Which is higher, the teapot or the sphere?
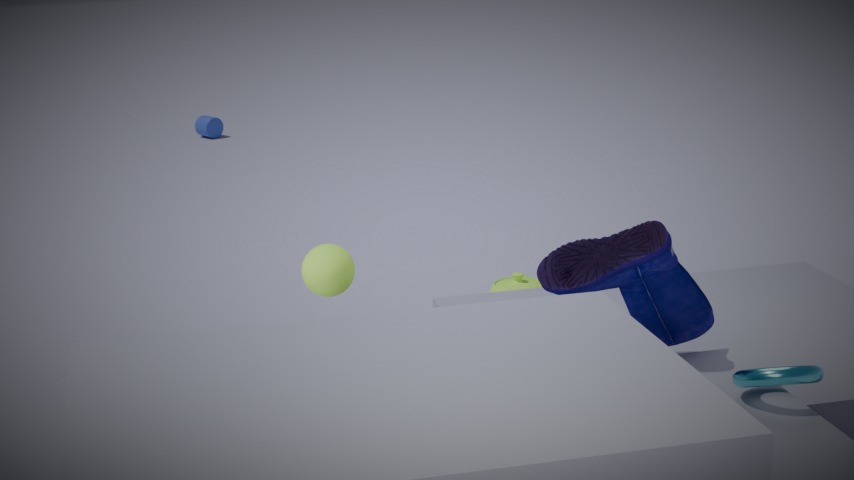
the sphere
